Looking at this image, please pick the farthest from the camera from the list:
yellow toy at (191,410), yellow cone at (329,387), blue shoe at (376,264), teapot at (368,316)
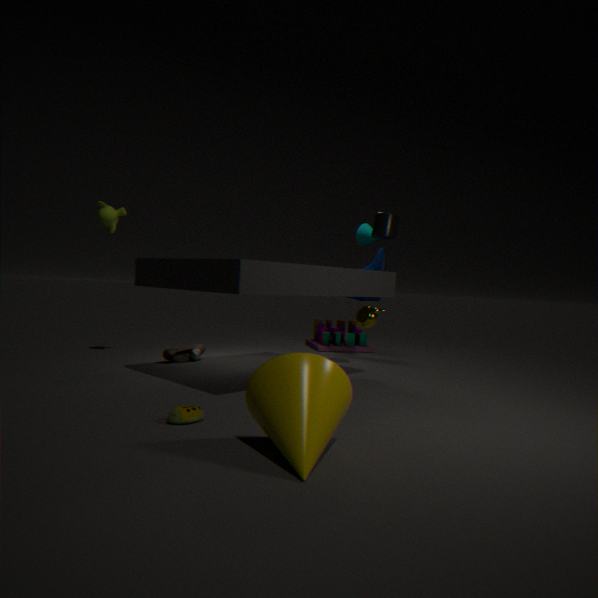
blue shoe at (376,264)
